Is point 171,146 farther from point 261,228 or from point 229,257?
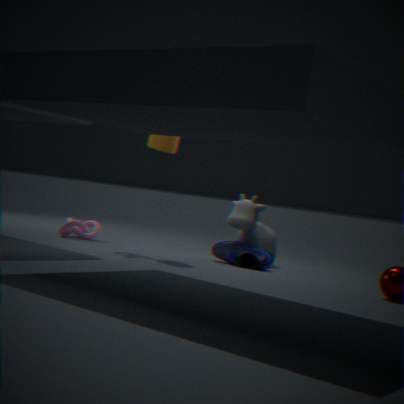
point 229,257
